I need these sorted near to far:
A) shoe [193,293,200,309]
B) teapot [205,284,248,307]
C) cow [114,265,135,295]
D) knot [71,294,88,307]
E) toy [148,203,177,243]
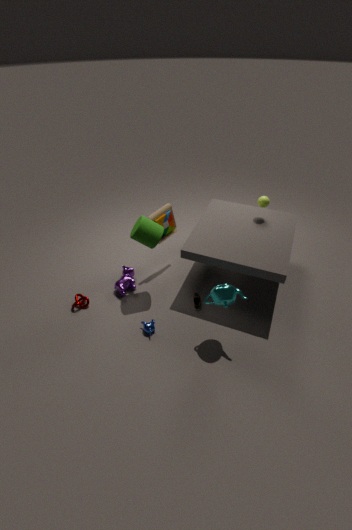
1. teapot [205,284,248,307]
2. knot [71,294,88,307]
3. shoe [193,293,200,309]
4. cow [114,265,135,295]
5. toy [148,203,177,243]
